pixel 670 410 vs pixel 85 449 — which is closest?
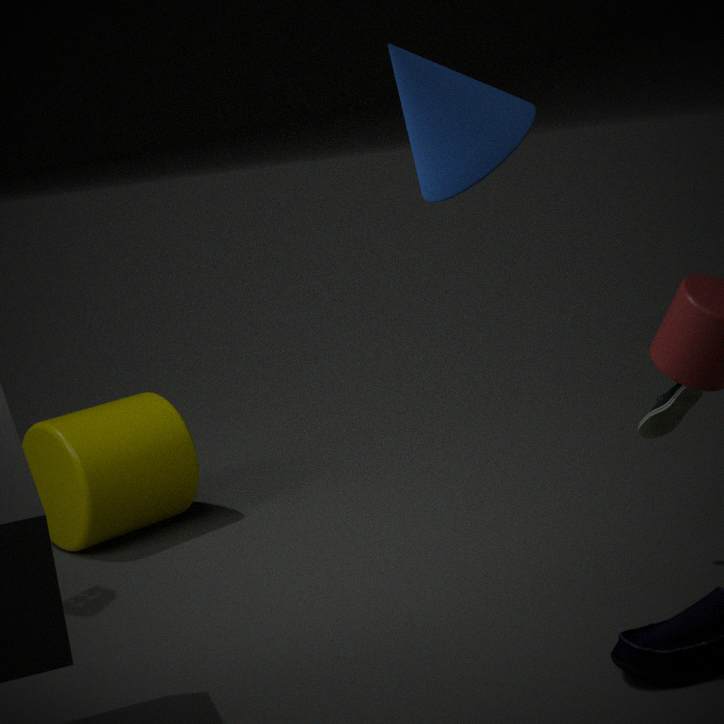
pixel 670 410
